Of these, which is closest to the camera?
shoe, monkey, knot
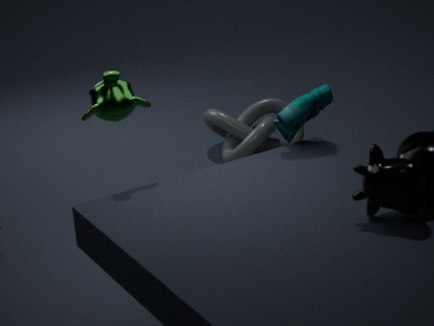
monkey
